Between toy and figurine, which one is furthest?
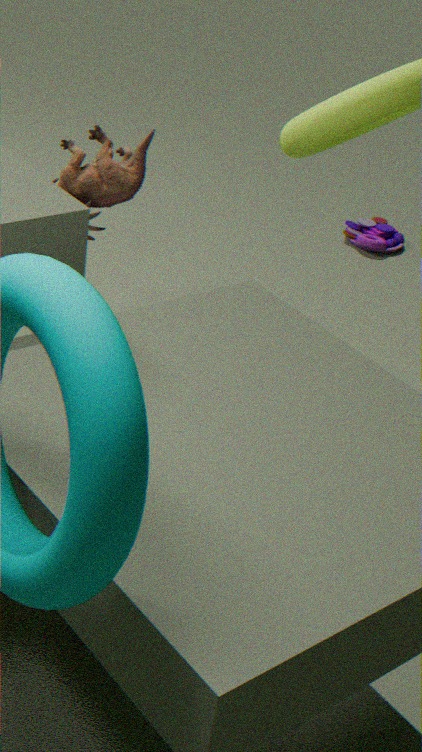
toy
